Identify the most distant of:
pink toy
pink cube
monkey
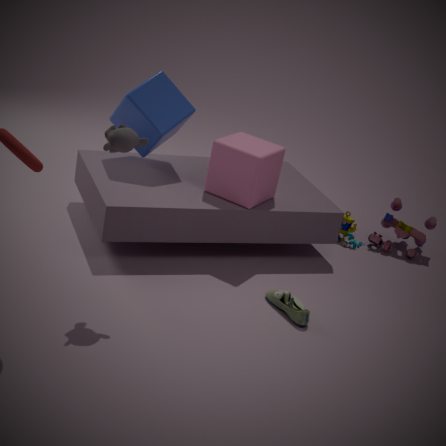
pink toy
